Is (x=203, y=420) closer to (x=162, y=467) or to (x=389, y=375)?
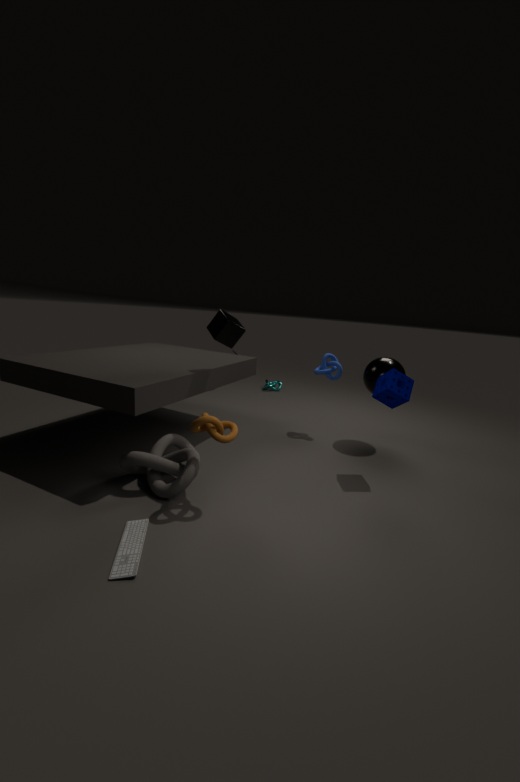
(x=162, y=467)
